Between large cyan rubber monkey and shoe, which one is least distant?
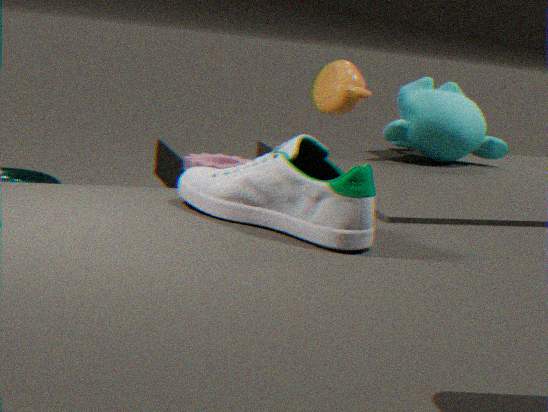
shoe
